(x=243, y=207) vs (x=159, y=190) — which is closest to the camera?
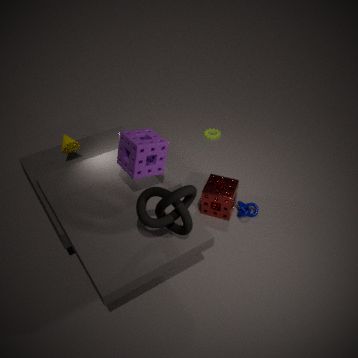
(x=159, y=190)
